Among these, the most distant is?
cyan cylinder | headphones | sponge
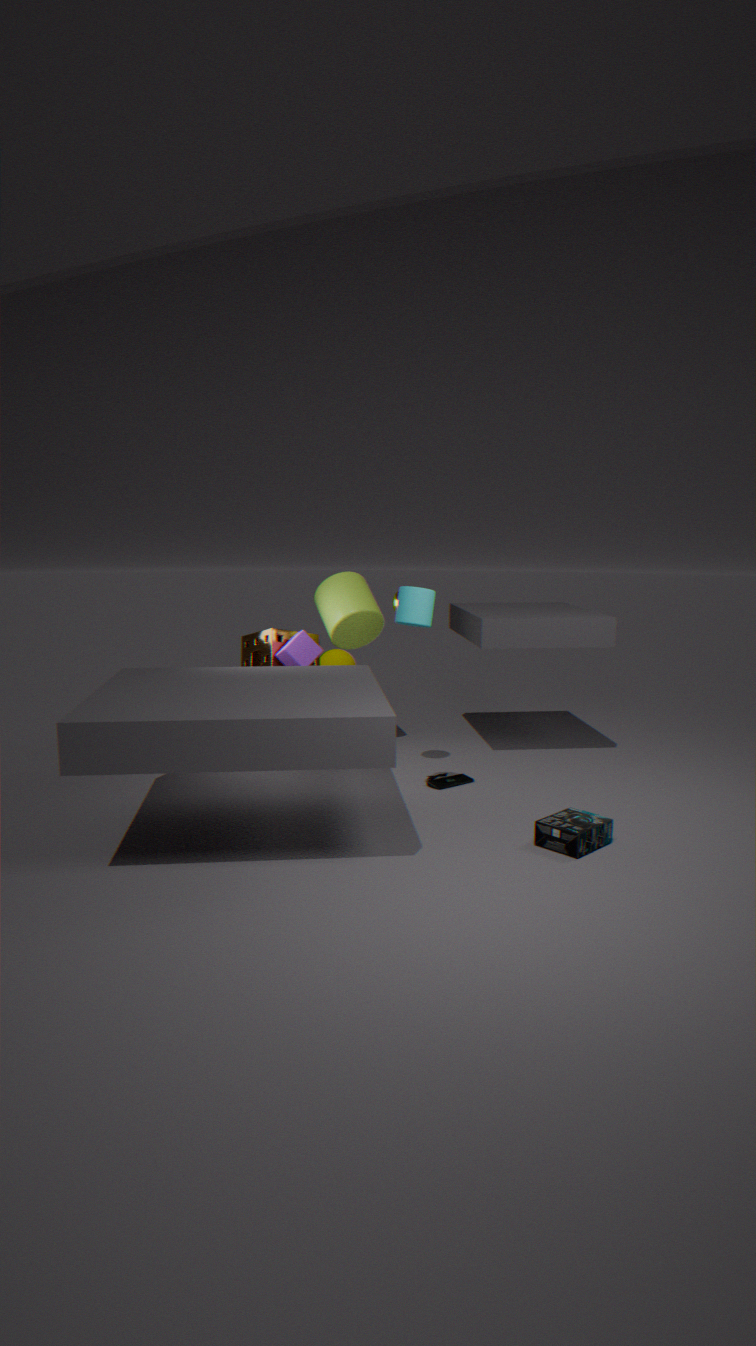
sponge
